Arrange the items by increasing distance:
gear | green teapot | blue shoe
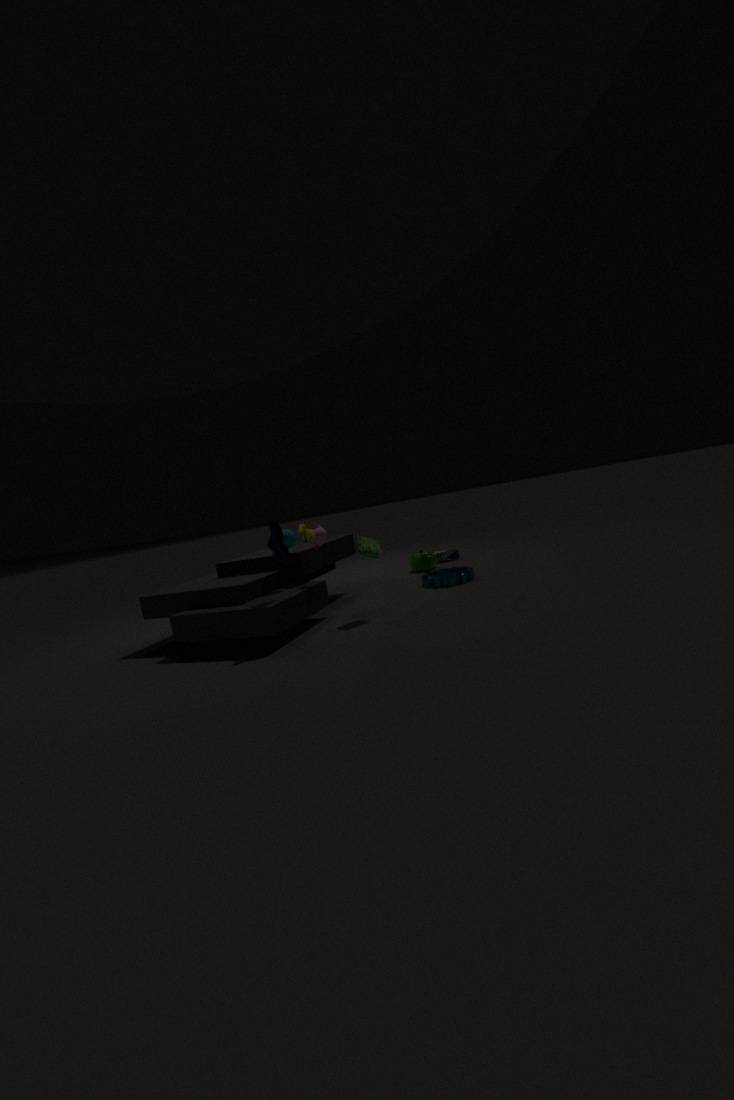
blue shoe → gear → green teapot
